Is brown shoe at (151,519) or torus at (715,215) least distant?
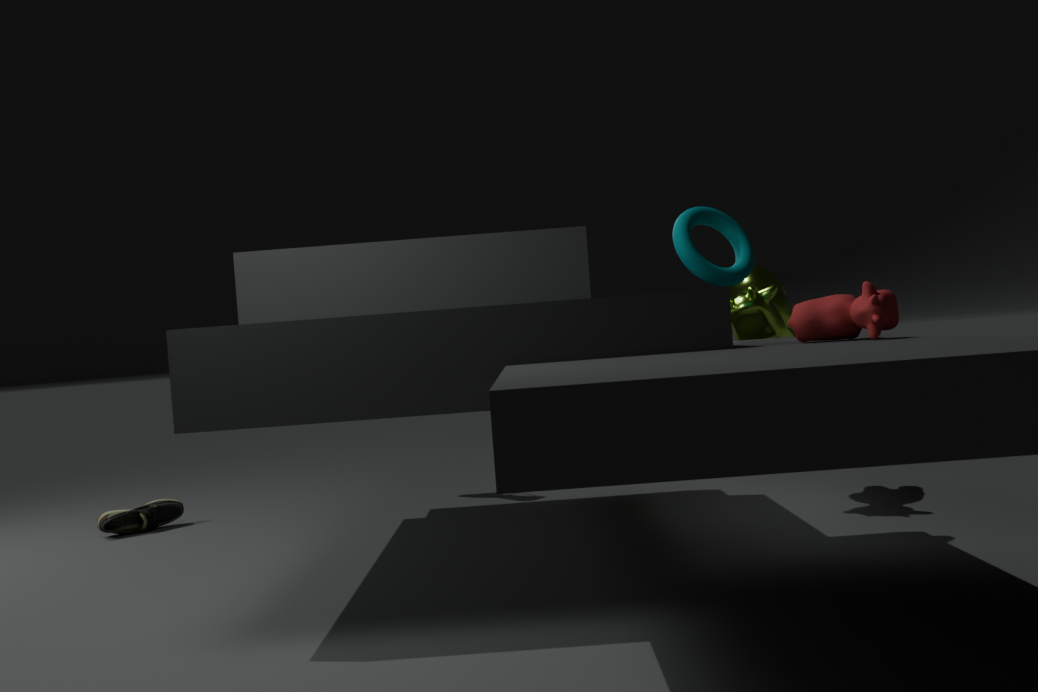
torus at (715,215)
